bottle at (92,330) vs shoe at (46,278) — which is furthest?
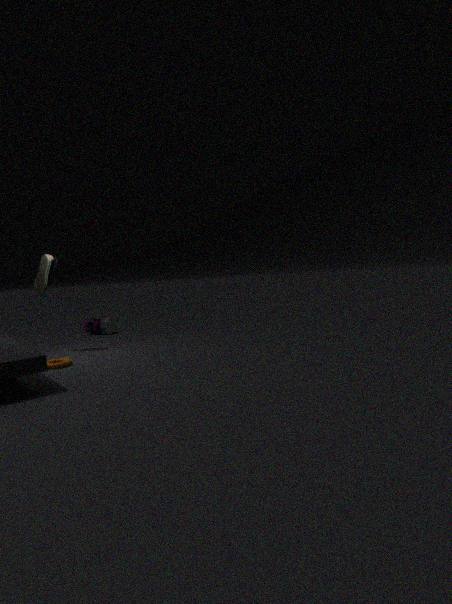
bottle at (92,330)
